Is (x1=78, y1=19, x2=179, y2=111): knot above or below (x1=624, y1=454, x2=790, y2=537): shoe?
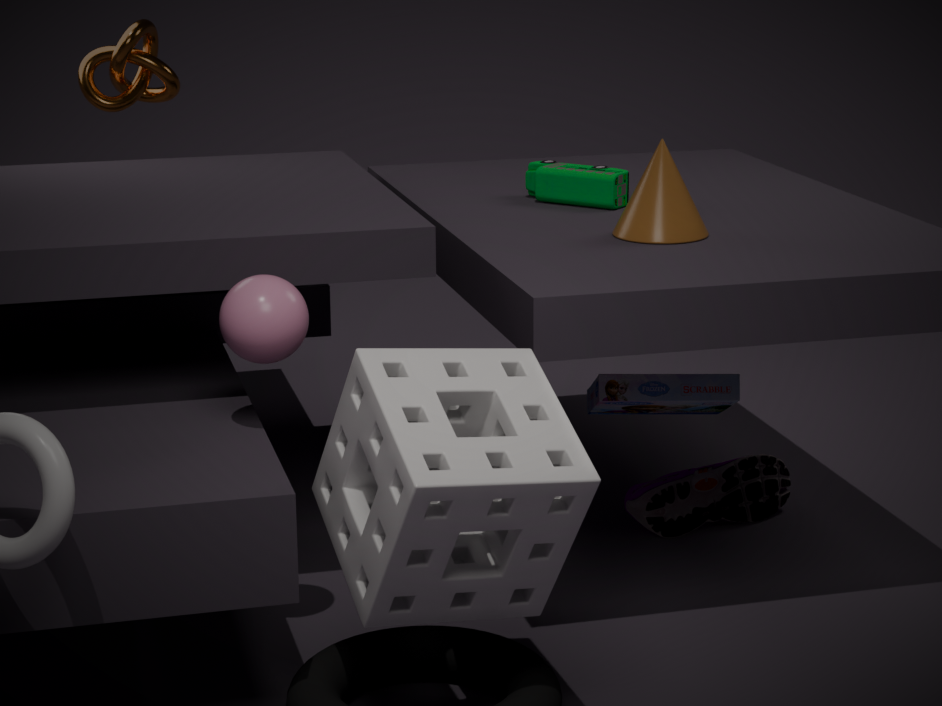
above
